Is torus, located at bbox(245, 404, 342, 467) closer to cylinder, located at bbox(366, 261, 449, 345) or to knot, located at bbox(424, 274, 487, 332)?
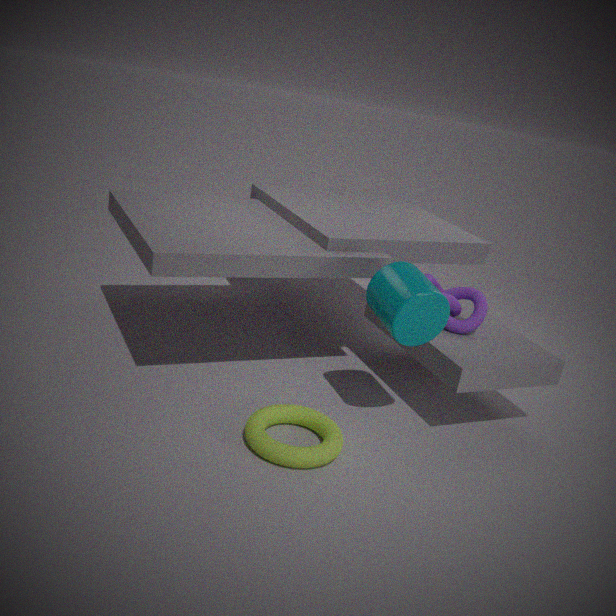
cylinder, located at bbox(366, 261, 449, 345)
